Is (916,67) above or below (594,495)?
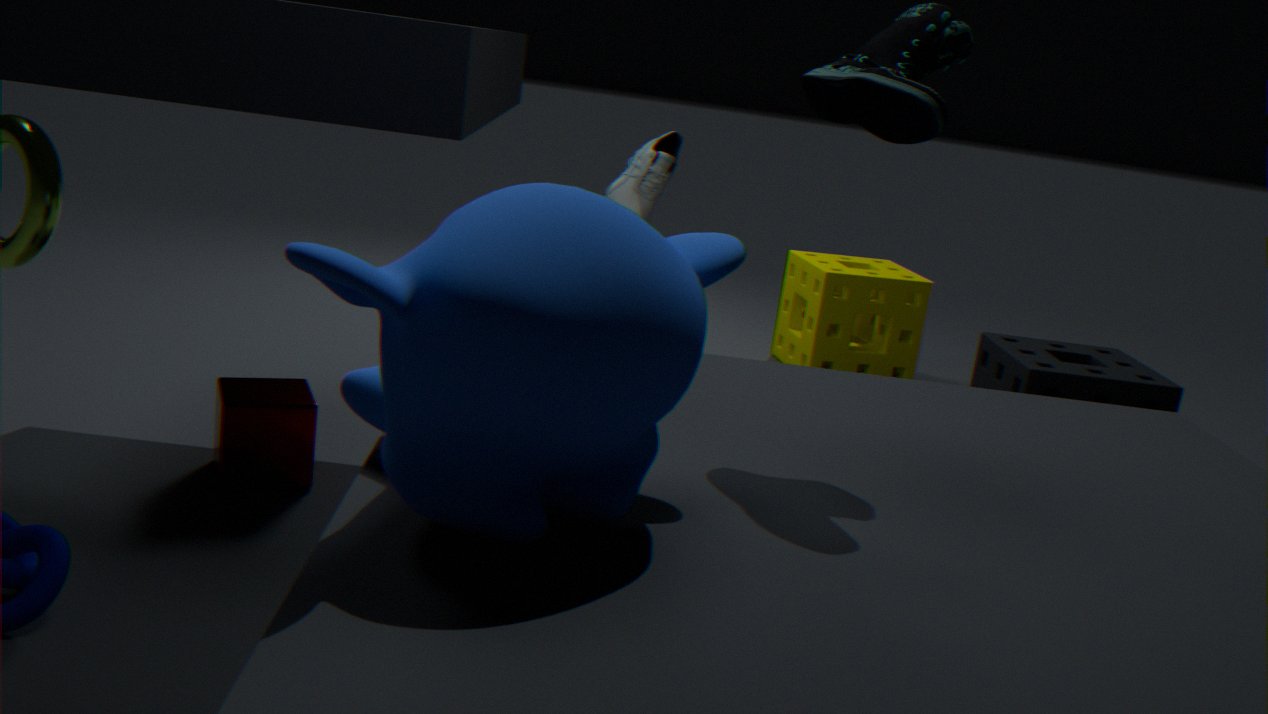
above
